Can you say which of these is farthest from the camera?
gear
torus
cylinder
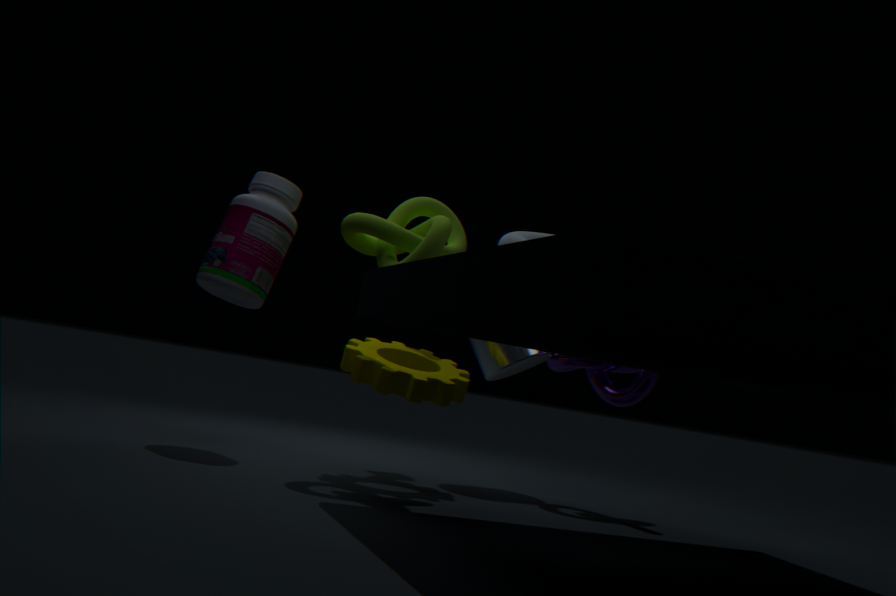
cylinder
